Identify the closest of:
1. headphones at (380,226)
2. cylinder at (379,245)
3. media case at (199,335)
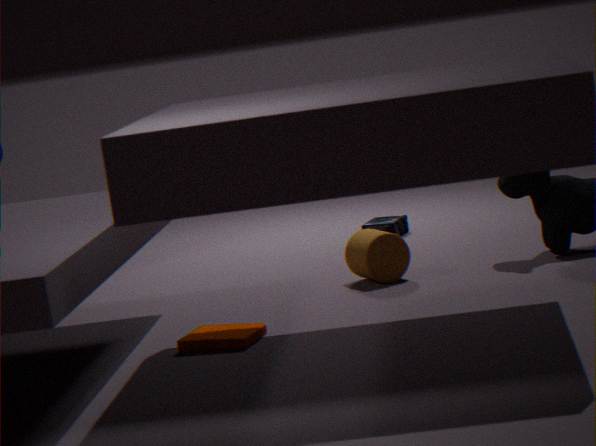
media case at (199,335)
